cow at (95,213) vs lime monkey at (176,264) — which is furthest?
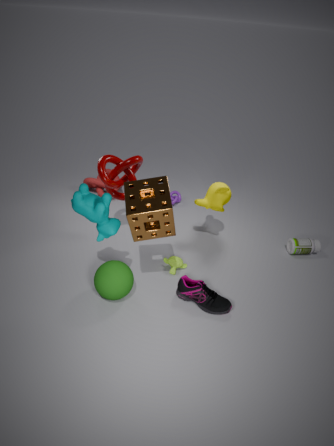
lime monkey at (176,264)
